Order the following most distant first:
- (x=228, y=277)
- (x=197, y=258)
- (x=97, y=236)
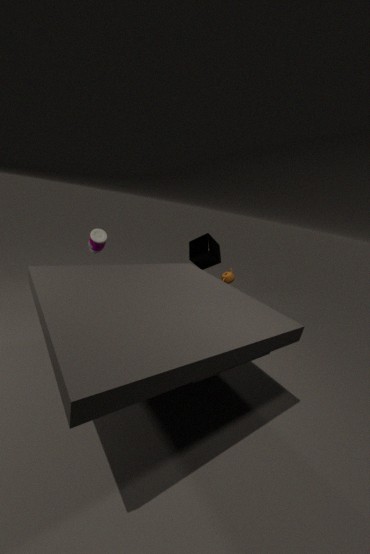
(x=197, y=258), (x=228, y=277), (x=97, y=236)
